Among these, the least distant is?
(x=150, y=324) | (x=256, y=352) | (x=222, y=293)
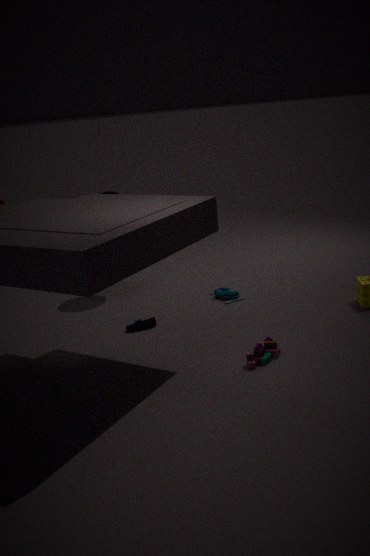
(x=256, y=352)
